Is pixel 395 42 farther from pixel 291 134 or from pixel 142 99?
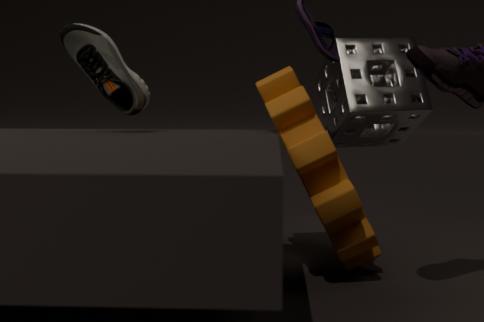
pixel 142 99
